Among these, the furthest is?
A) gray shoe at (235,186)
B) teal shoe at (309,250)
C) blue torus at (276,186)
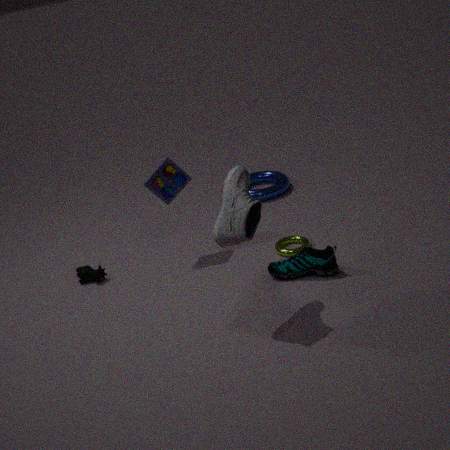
blue torus at (276,186)
